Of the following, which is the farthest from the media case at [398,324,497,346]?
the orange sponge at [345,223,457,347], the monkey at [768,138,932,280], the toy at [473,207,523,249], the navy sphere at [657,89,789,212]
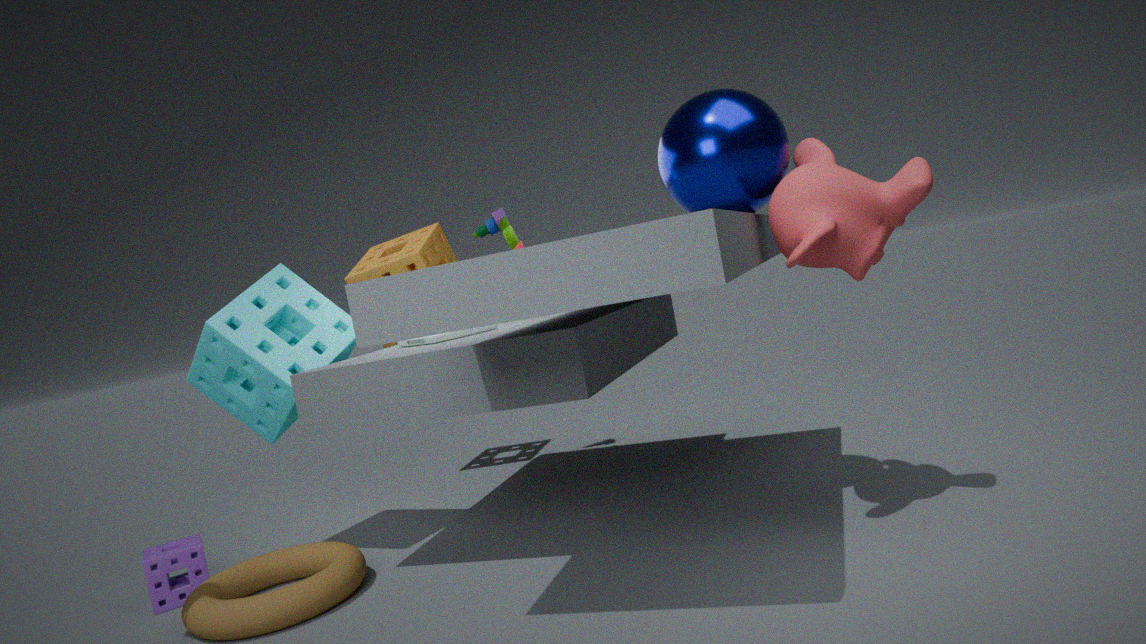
the monkey at [768,138,932,280]
